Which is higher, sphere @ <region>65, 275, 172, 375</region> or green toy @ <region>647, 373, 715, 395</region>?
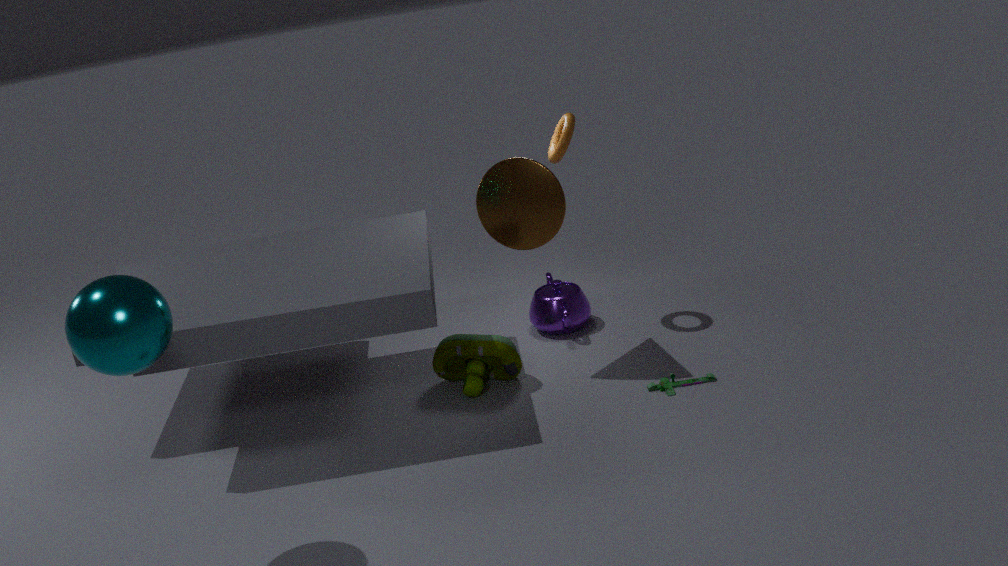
sphere @ <region>65, 275, 172, 375</region>
